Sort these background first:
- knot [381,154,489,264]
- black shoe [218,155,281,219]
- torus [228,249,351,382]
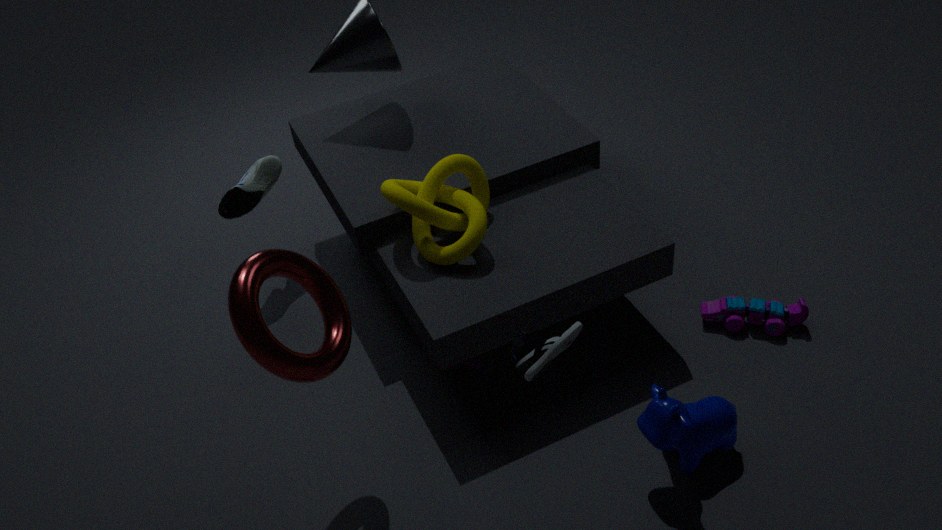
black shoe [218,155,281,219]
knot [381,154,489,264]
torus [228,249,351,382]
